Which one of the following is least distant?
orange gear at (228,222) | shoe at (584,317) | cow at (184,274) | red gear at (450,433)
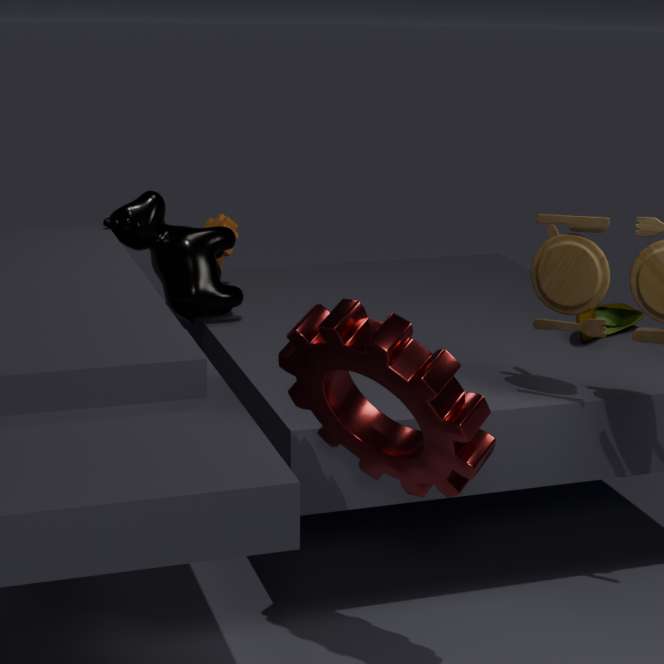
red gear at (450,433)
